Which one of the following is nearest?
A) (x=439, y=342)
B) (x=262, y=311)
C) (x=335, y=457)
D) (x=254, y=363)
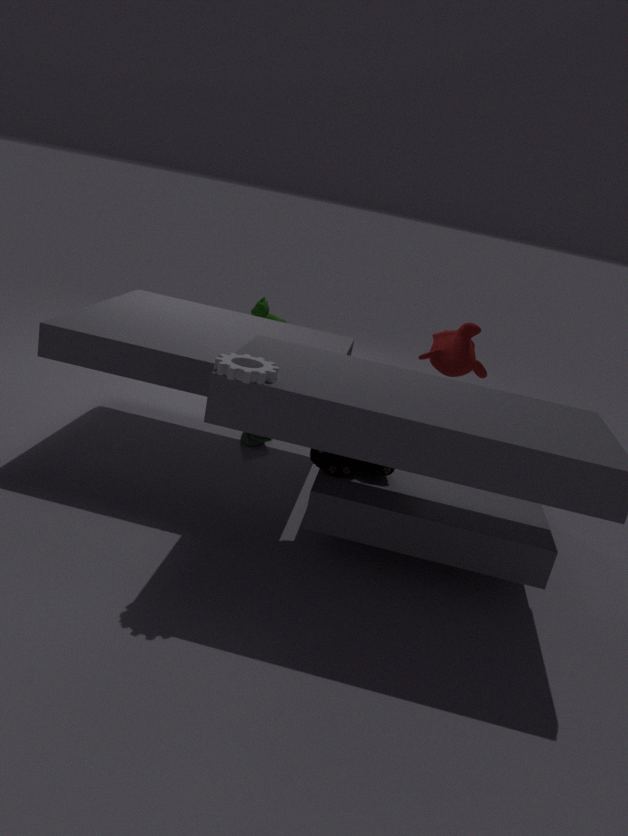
(x=254, y=363)
